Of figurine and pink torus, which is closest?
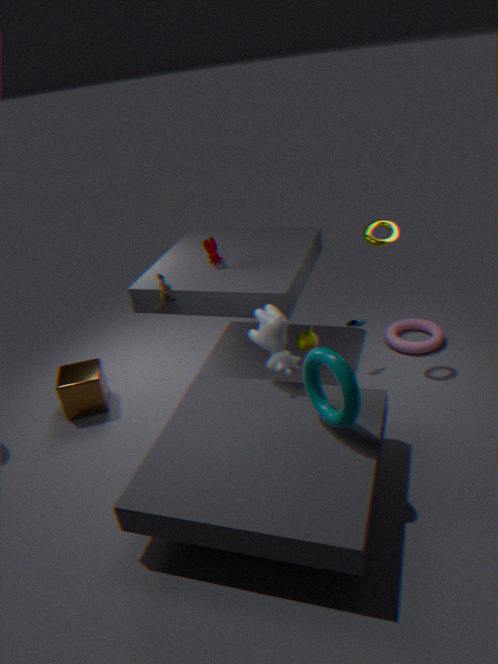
figurine
